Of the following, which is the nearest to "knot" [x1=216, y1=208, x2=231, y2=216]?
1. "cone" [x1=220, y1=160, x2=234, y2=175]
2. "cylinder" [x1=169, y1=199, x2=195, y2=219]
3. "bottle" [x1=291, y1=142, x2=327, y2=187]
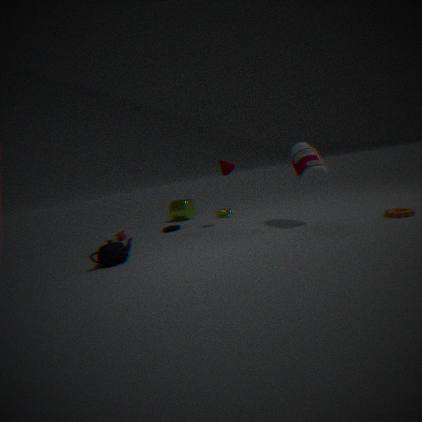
"cylinder" [x1=169, y1=199, x2=195, y2=219]
